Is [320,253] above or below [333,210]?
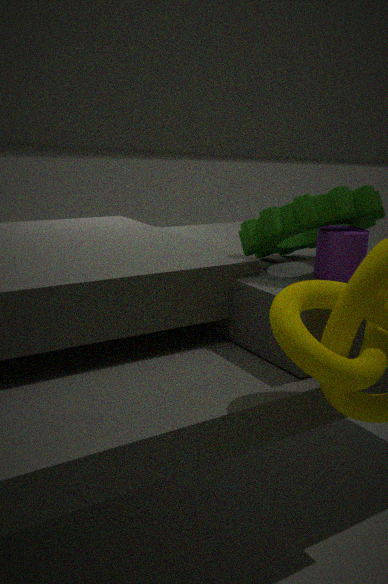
below
